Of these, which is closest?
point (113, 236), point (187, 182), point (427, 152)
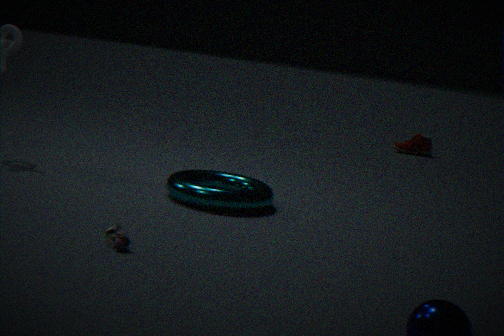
point (113, 236)
